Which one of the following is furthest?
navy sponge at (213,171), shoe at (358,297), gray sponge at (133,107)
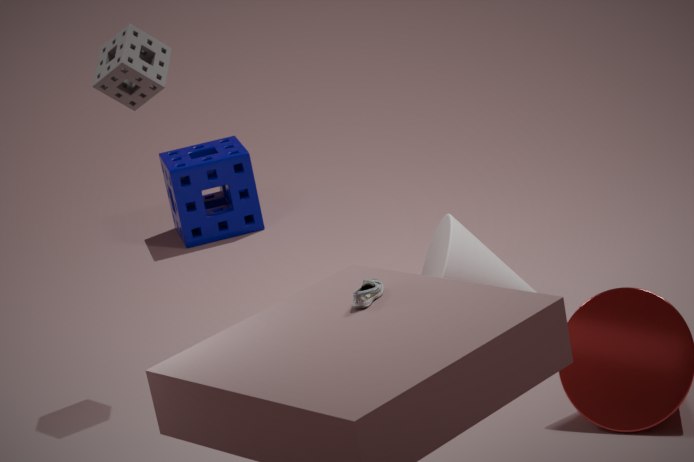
navy sponge at (213,171)
